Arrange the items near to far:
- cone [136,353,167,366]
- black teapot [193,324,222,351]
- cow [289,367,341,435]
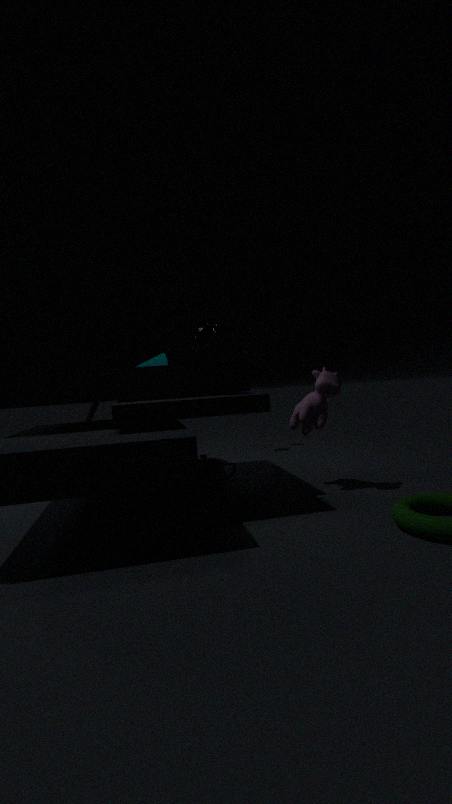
black teapot [193,324,222,351]
cow [289,367,341,435]
cone [136,353,167,366]
